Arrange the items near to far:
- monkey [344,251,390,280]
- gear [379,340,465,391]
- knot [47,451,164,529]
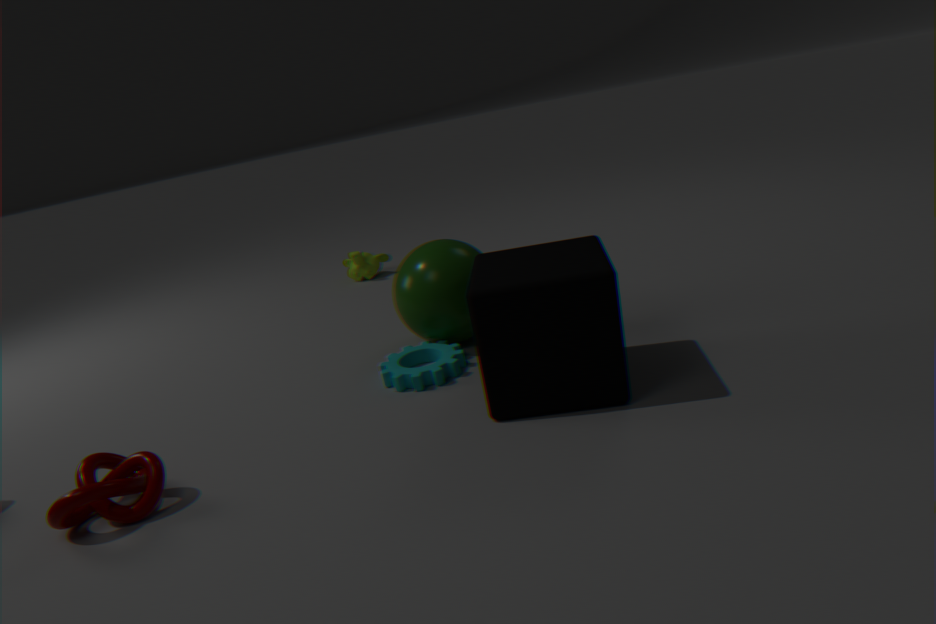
1. knot [47,451,164,529]
2. gear [379,340,465,391]
3. monkey [344,251,390,280]
